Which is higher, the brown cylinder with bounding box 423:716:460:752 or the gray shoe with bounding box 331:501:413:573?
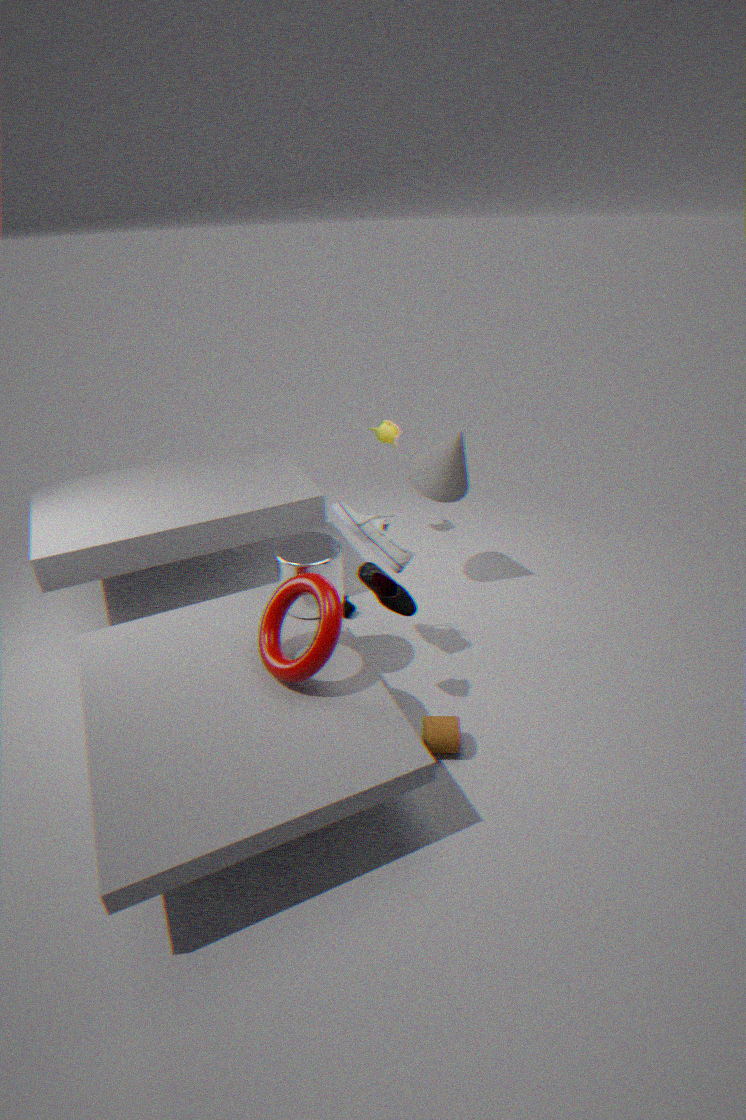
the gray shoe with bounding box 331:501:413:573
